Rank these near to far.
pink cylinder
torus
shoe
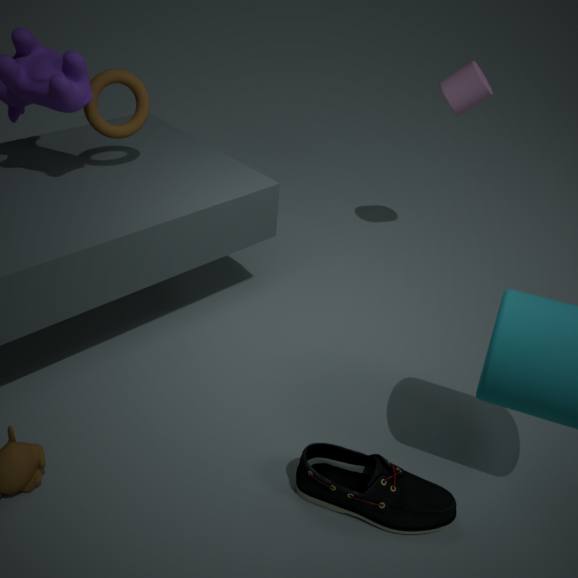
shoe, torus, pink cylinder
